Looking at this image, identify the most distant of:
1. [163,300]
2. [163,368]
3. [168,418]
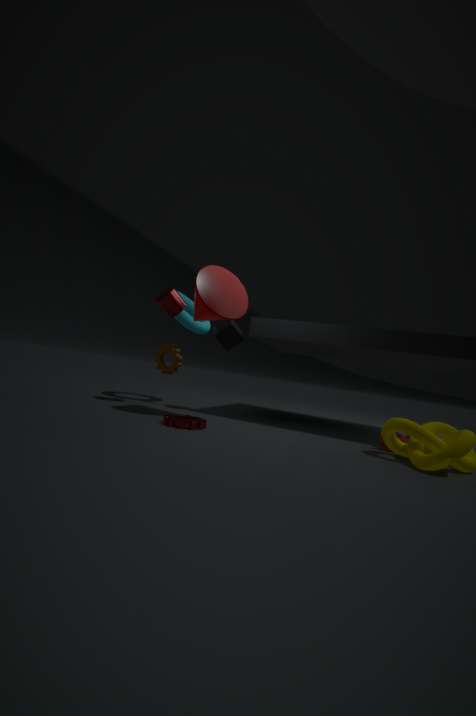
[163,368]
